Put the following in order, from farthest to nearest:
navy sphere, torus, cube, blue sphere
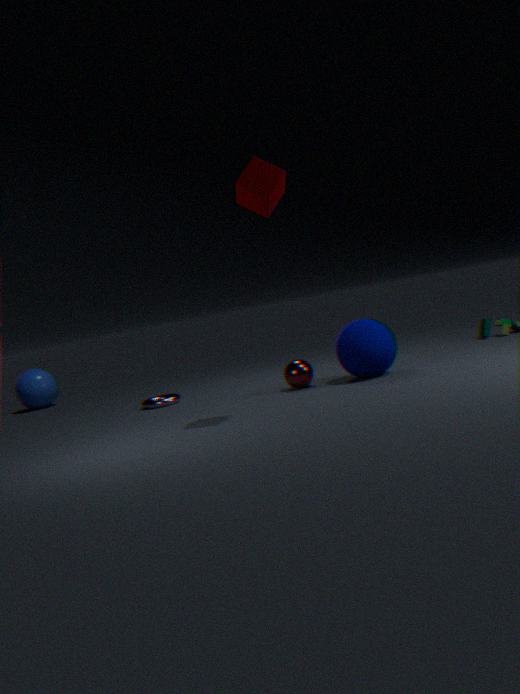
blue sphere → torus → navy sphere → cube
